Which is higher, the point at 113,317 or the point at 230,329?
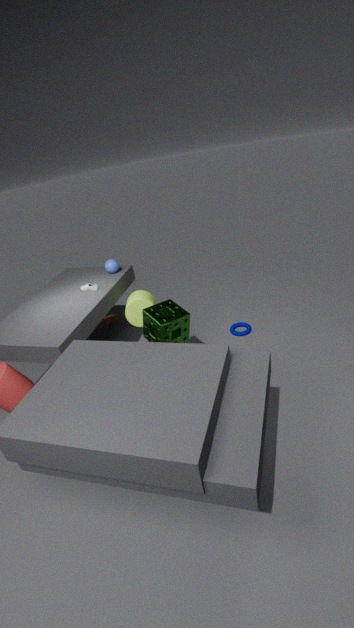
the point at 113,317
